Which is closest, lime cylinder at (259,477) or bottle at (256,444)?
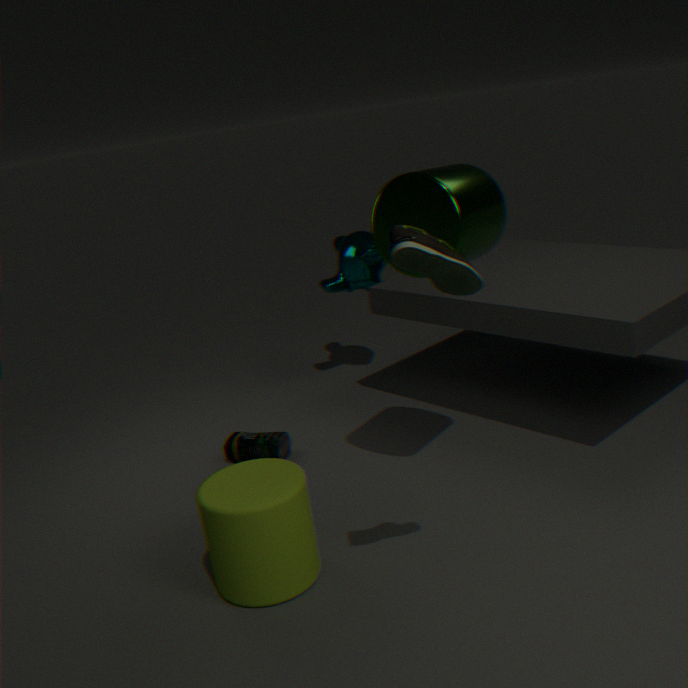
lime cylinder at (259,477)
